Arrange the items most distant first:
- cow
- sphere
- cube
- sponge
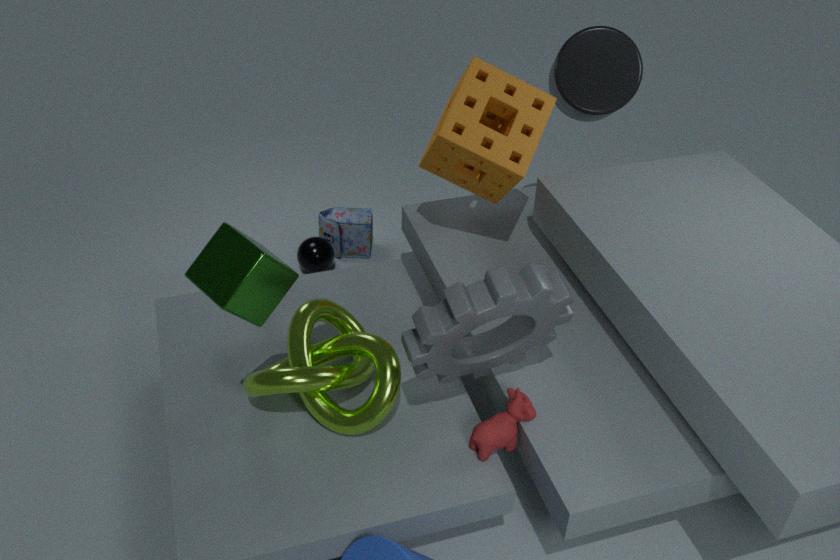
sphere → sponge → cow → cube
